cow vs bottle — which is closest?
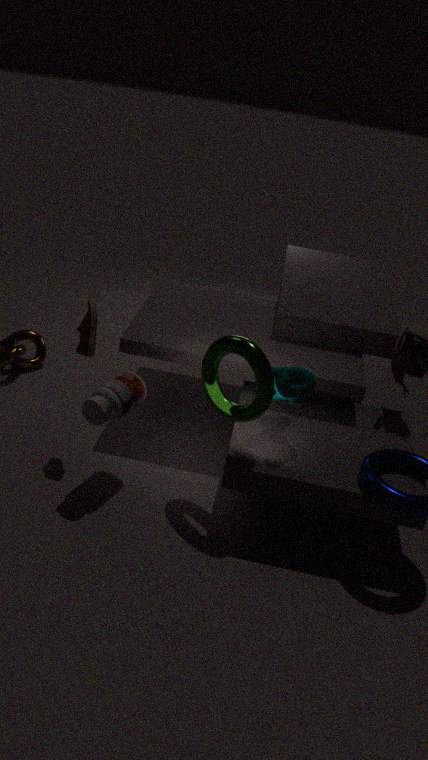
cow
